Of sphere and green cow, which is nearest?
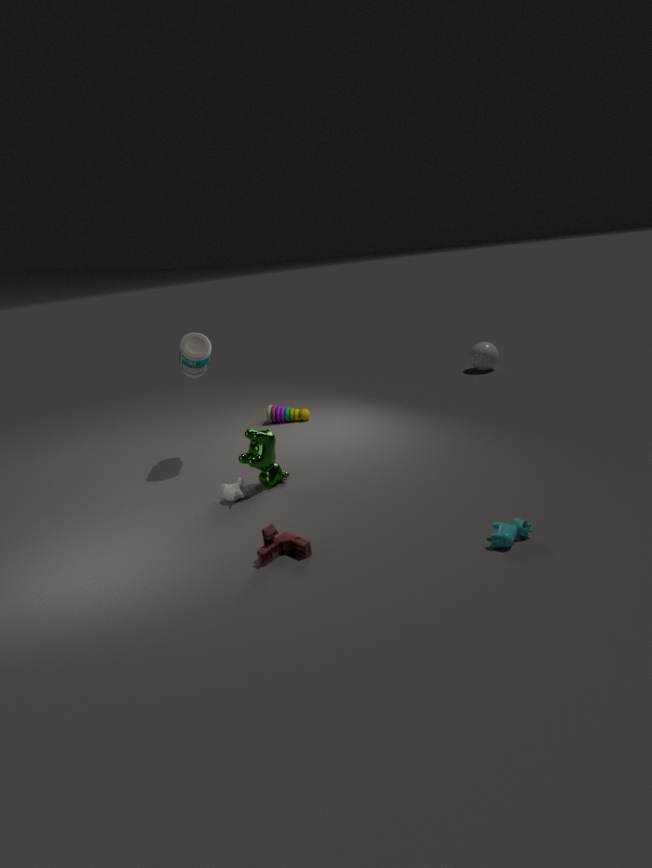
green cow
